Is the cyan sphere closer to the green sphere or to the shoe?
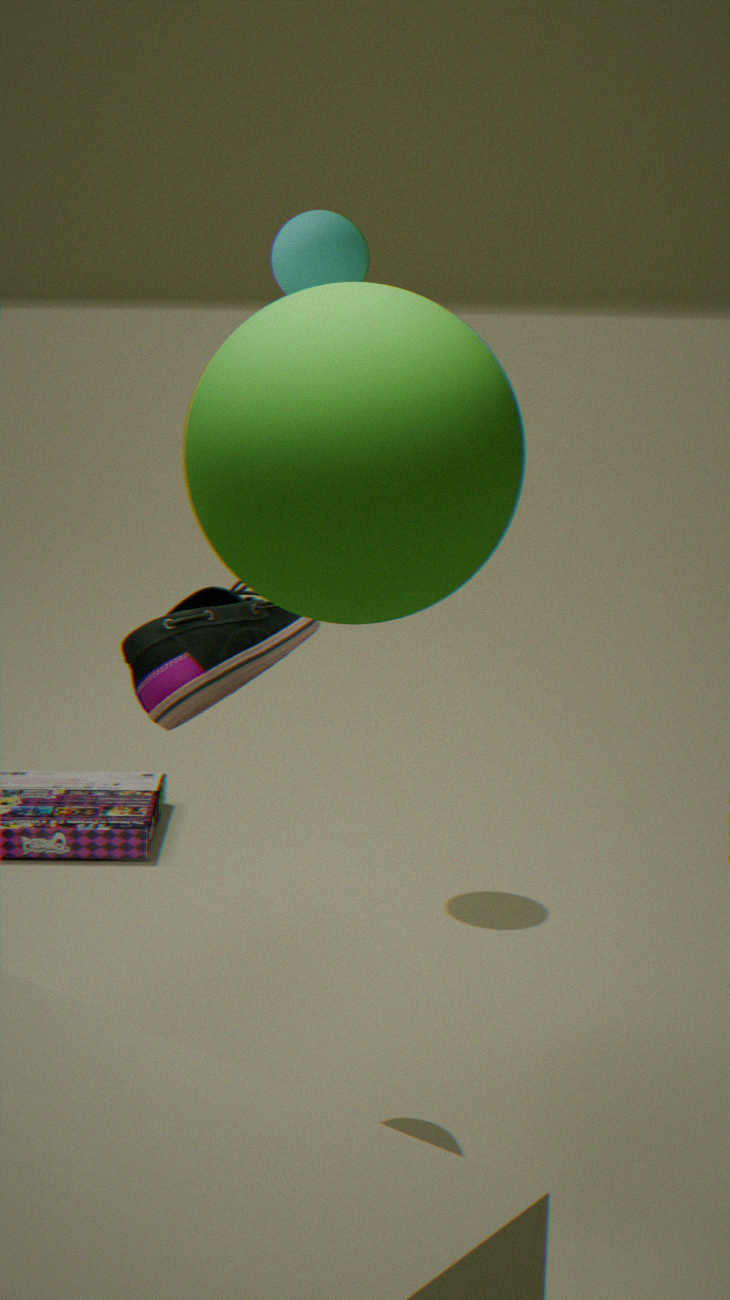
the shoe
